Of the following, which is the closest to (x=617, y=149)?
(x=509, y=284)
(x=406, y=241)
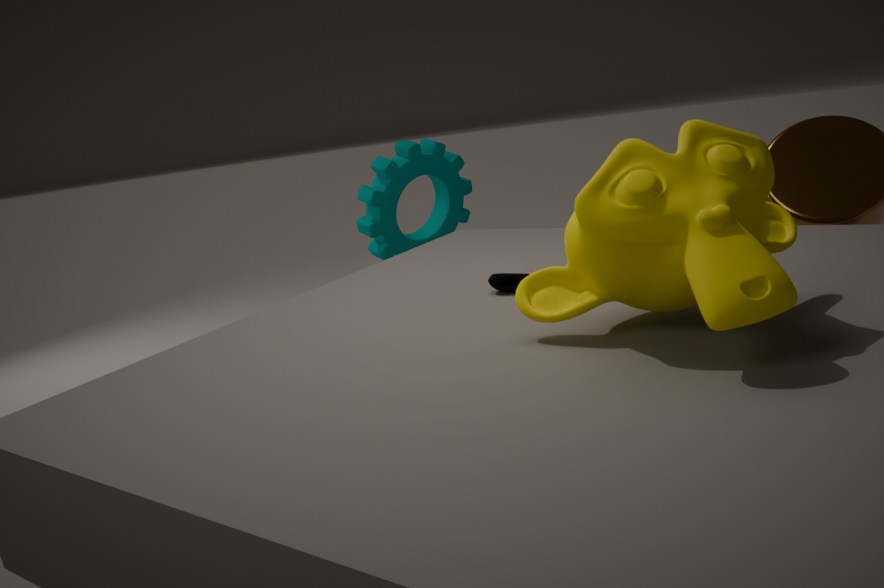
(x=509, y=284)
